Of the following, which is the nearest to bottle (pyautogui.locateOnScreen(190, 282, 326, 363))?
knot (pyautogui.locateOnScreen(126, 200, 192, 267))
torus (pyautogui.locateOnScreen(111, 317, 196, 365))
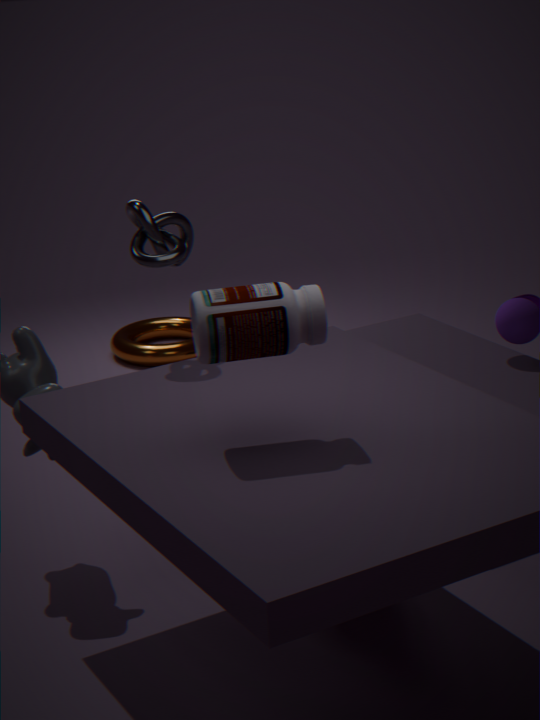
knot (pyautogui.locateOnScreen(126, 200, 192, 267))
